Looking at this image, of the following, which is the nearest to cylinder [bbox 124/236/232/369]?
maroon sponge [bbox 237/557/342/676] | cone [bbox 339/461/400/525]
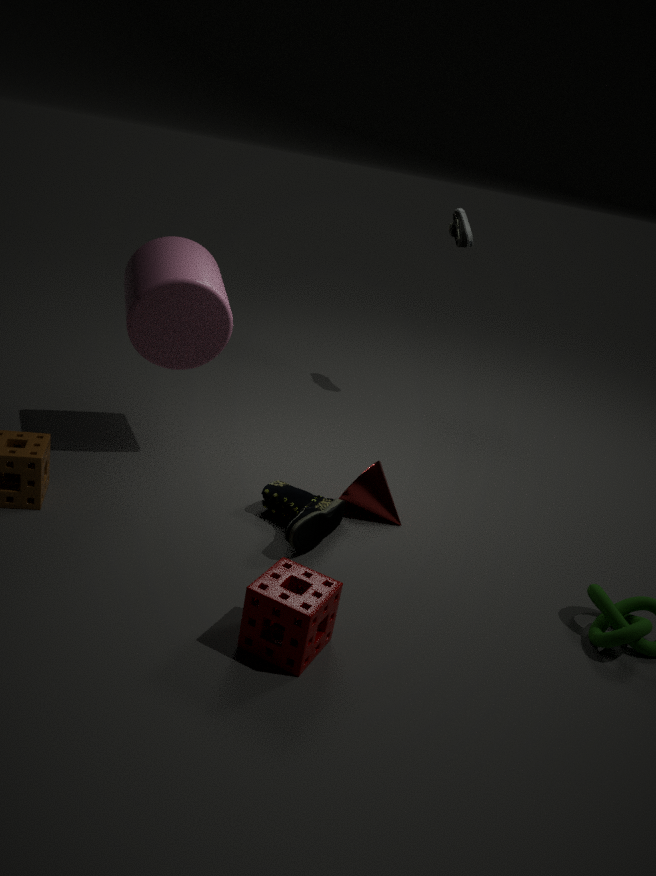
cone [bbox 339/461/400/525]
